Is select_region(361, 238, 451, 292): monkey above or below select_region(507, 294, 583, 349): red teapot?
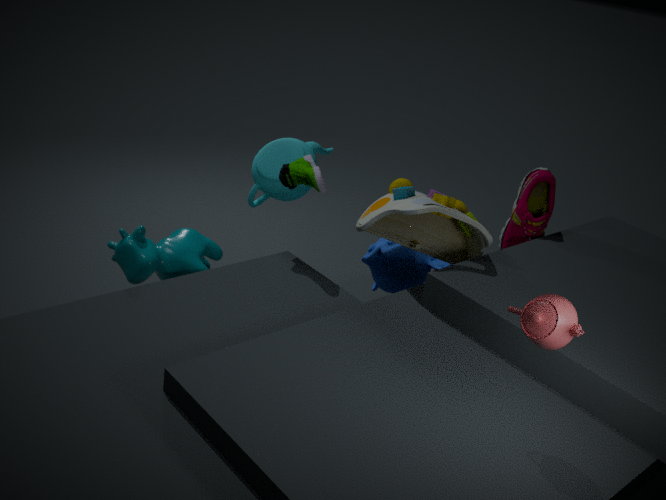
below
